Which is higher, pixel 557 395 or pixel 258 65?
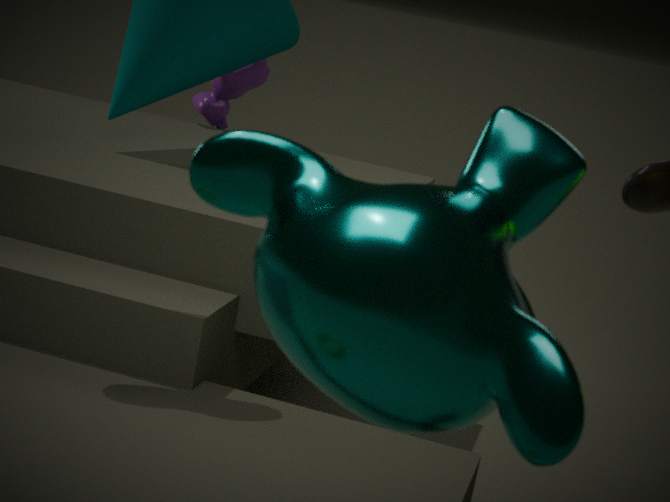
pixel 557 395
